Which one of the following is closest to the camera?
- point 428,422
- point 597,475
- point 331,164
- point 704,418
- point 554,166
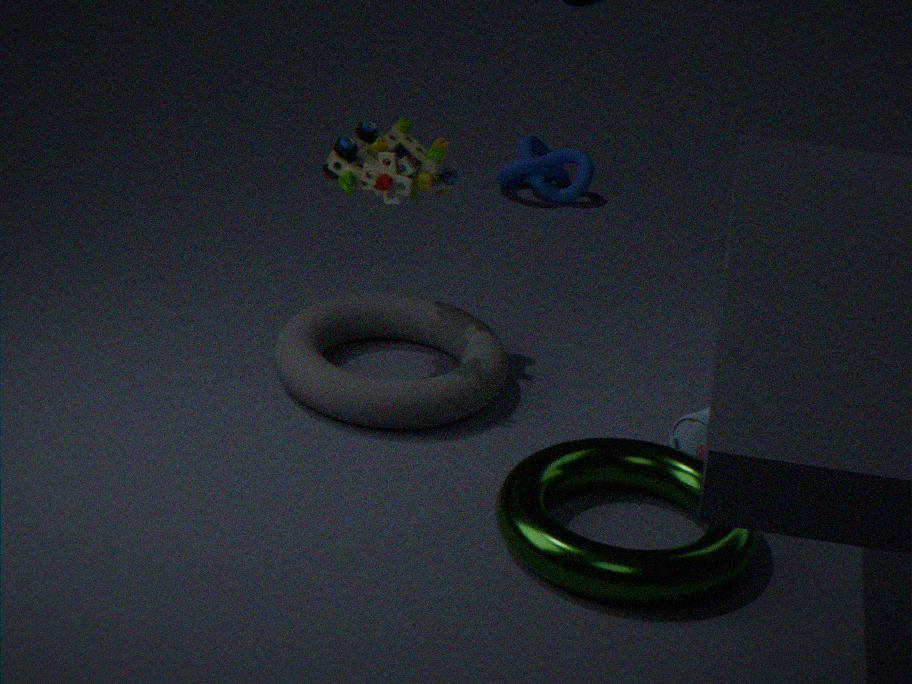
point 597,475
